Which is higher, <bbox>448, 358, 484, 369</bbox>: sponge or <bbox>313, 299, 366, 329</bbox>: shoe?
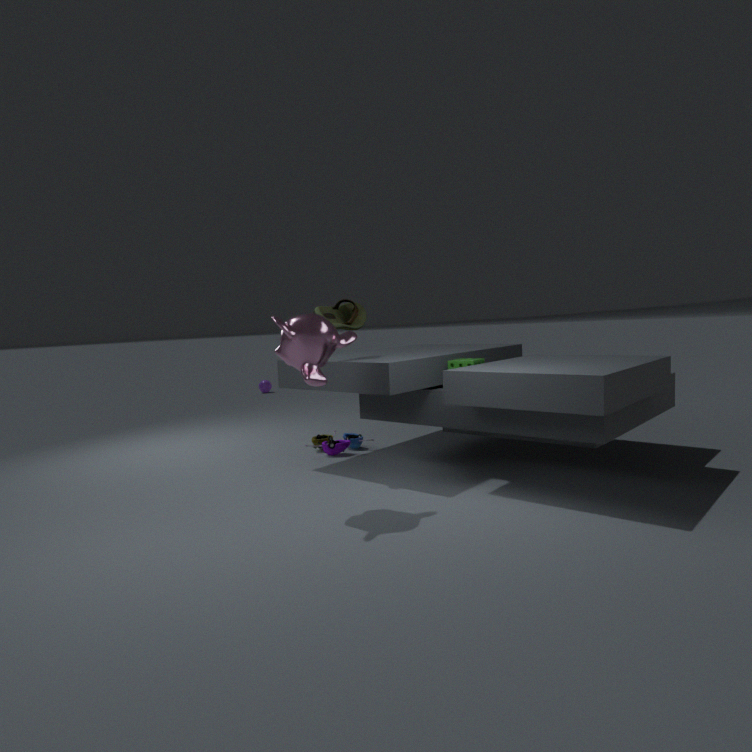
<bbox>313, 299, 366, 329</bbox>: shoe
